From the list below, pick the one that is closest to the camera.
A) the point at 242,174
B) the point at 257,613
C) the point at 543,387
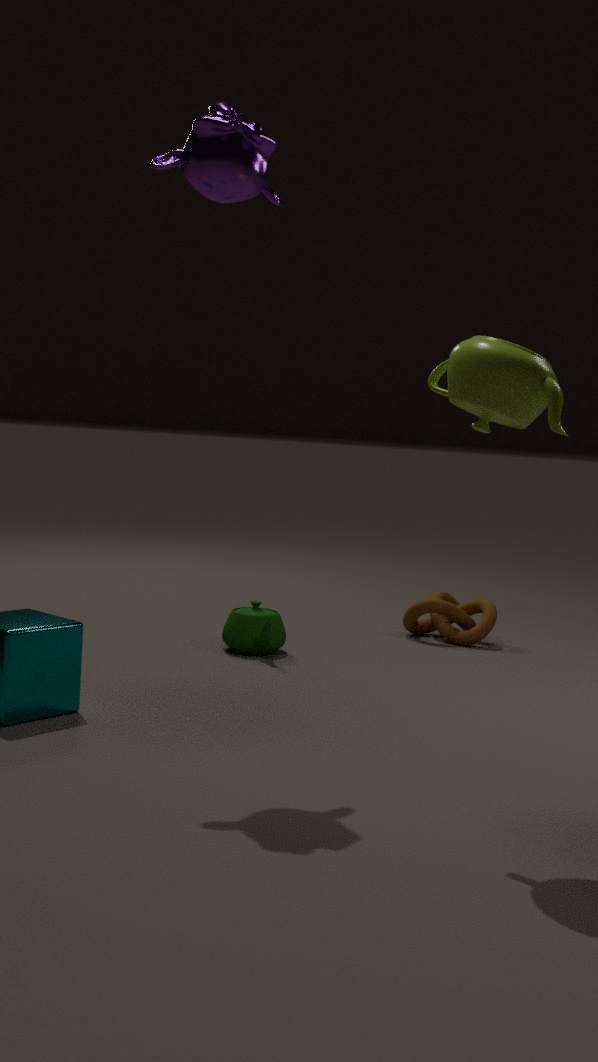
the point at 543,387
